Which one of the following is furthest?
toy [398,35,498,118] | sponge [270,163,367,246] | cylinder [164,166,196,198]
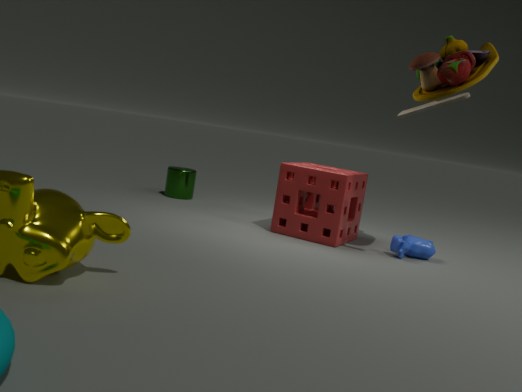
cylinder [164,166,196,198]
